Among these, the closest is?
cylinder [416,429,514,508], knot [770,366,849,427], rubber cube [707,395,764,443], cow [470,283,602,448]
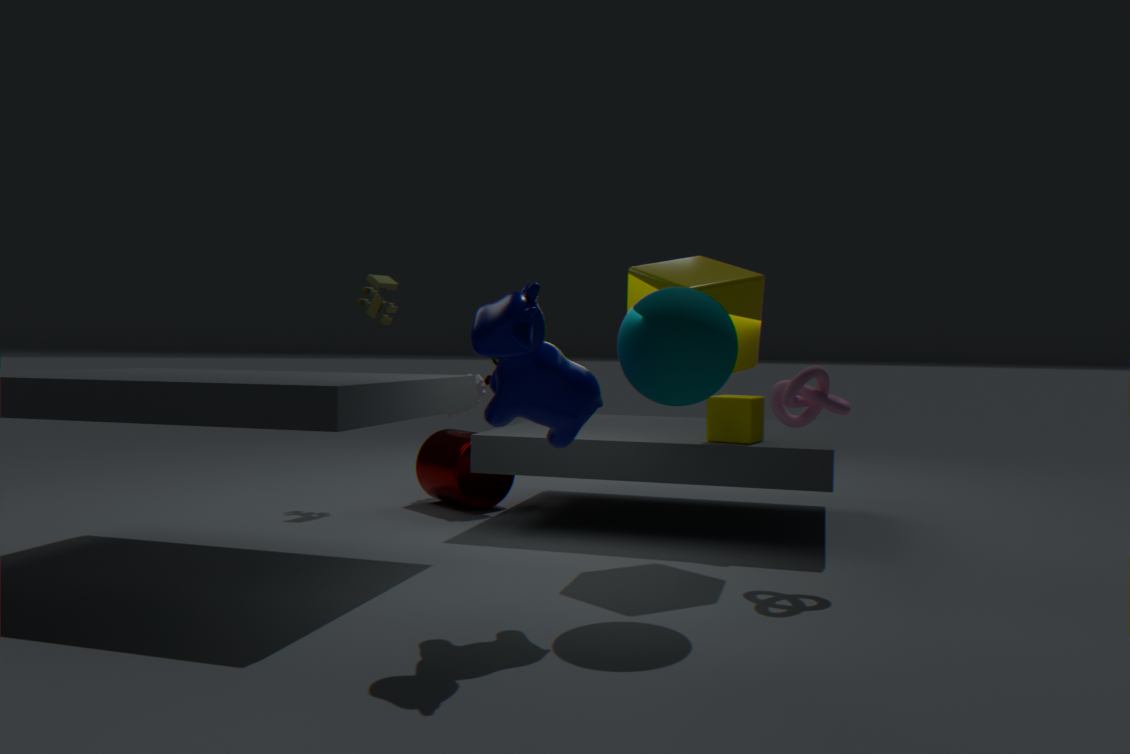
cow [470,283,602,448]
